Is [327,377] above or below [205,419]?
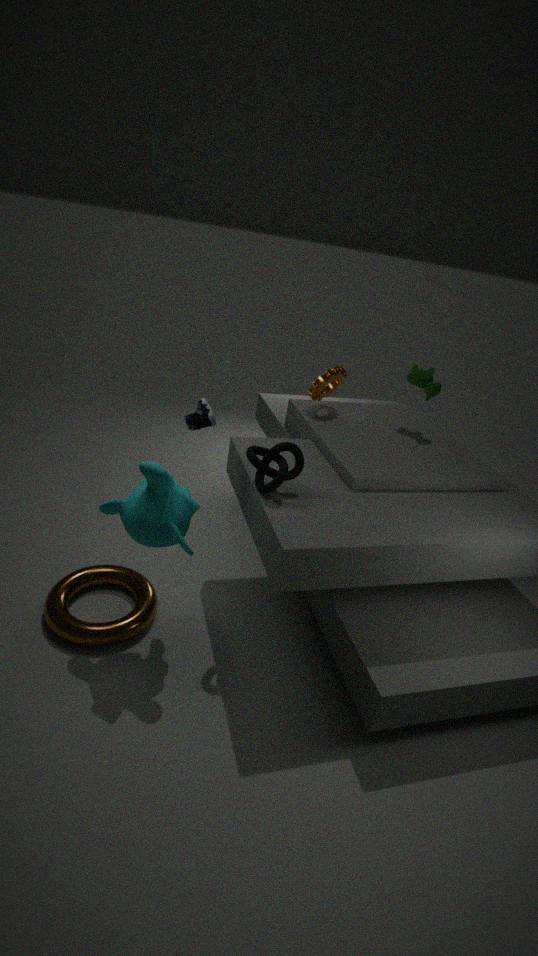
below
